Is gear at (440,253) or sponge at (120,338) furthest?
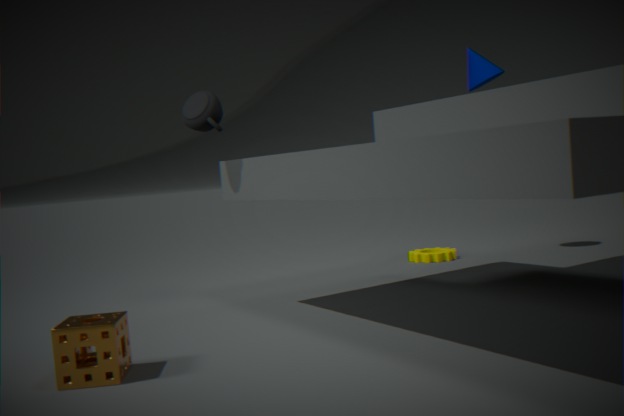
gear at (440,253)
